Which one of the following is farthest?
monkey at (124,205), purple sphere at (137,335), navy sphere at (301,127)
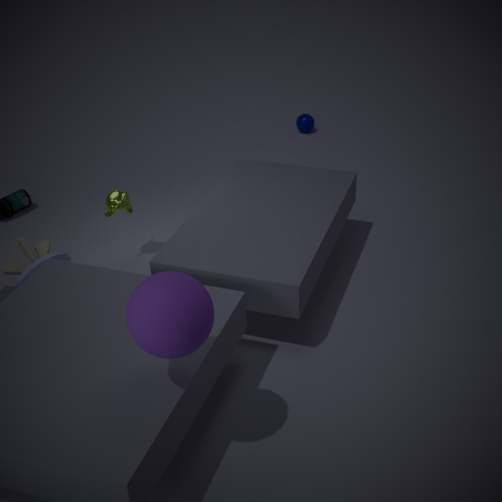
navy sphere at (301,127)
